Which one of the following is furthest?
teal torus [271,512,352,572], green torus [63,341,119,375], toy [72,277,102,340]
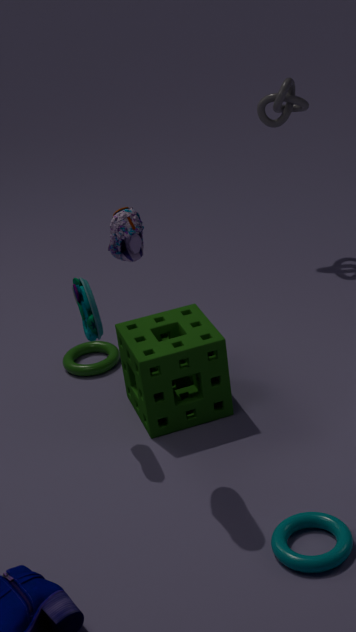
green torus [63,341,119,375]
